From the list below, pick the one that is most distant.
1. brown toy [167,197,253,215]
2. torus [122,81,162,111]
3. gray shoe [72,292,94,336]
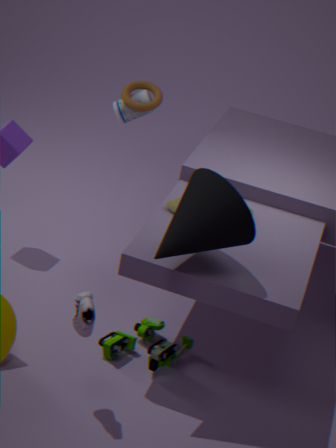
torus [122,81,162,111]
